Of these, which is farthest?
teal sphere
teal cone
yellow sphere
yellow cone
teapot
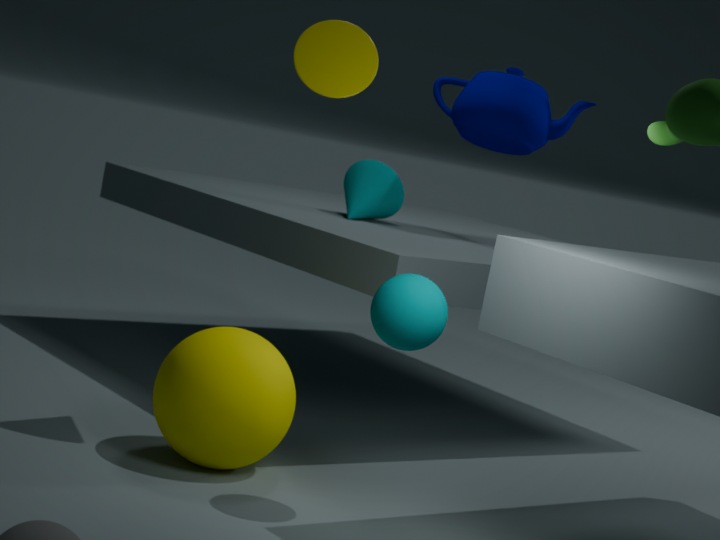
teal cone
